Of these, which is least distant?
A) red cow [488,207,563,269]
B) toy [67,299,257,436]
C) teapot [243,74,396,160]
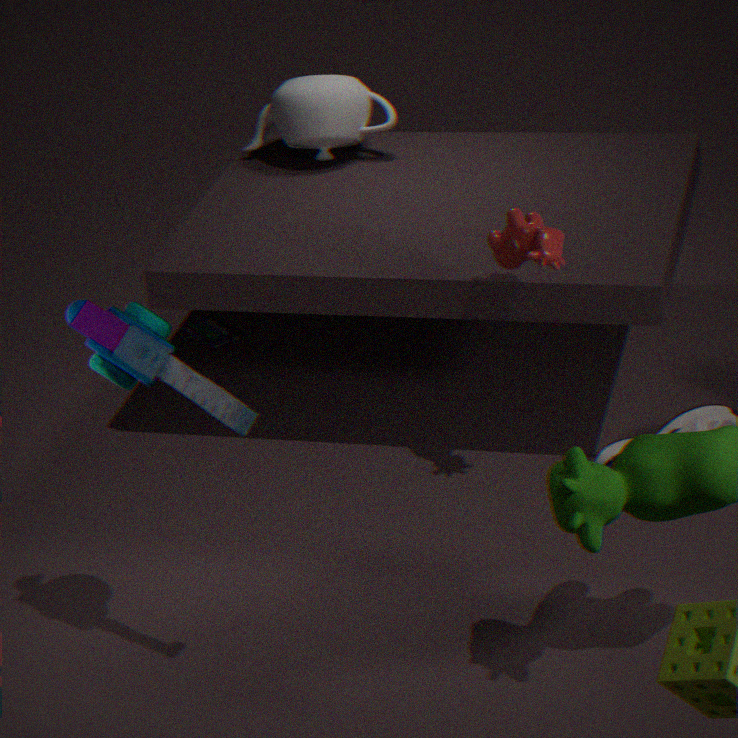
toy [67,299,257,436]
